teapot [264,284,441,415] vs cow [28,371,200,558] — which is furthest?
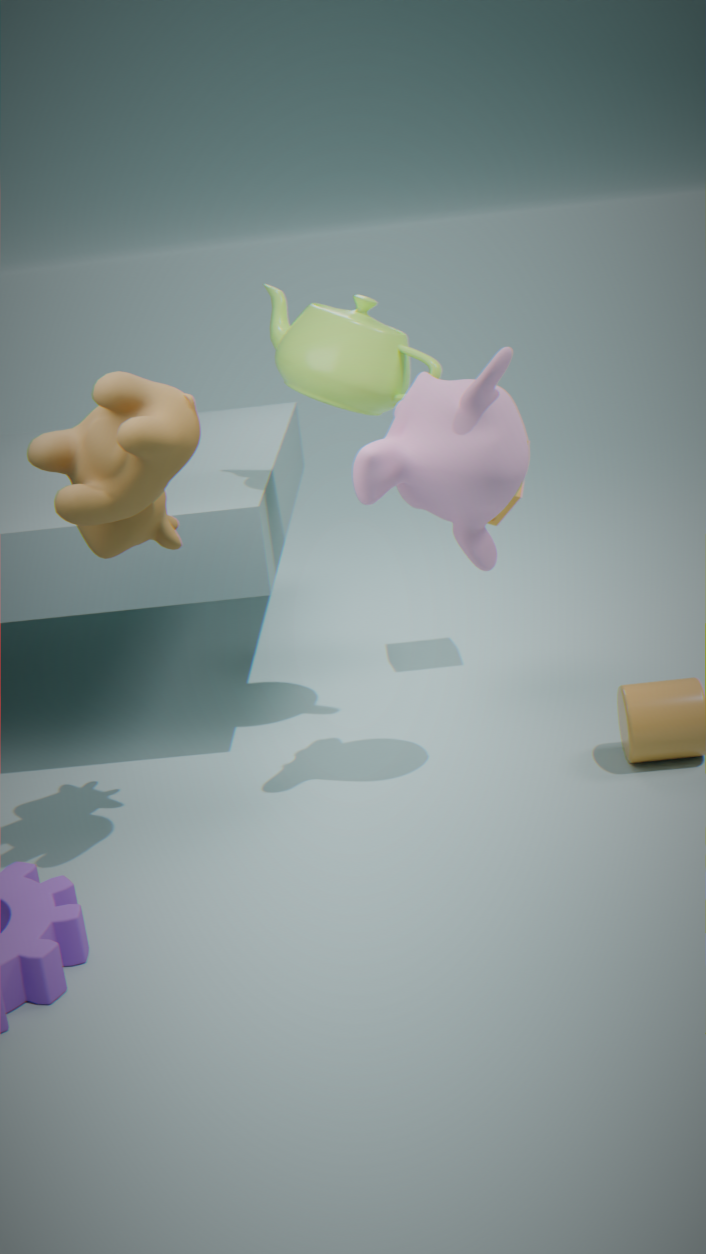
teapot [264,284,441,415]
